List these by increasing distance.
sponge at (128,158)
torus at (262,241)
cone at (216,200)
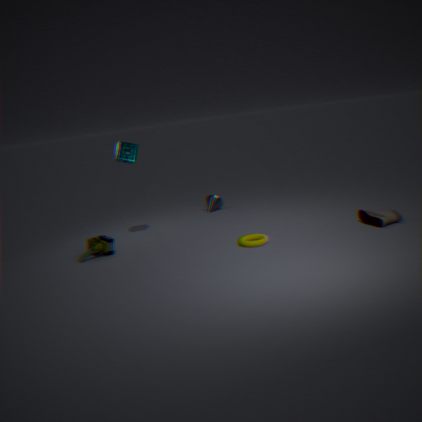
torus at (262,241) < sponge at (128,158) < cone at (216,200)
